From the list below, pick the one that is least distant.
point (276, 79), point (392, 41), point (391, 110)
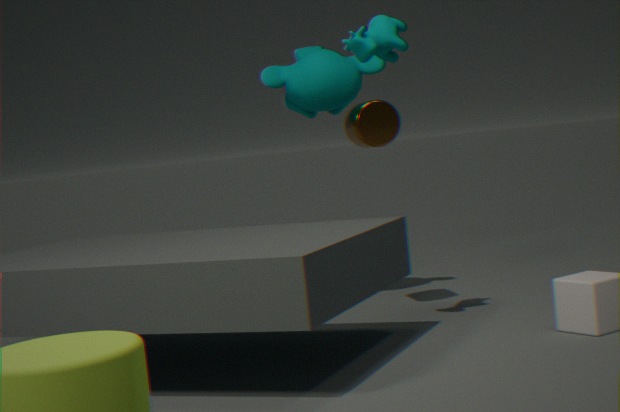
point (392, 41)
